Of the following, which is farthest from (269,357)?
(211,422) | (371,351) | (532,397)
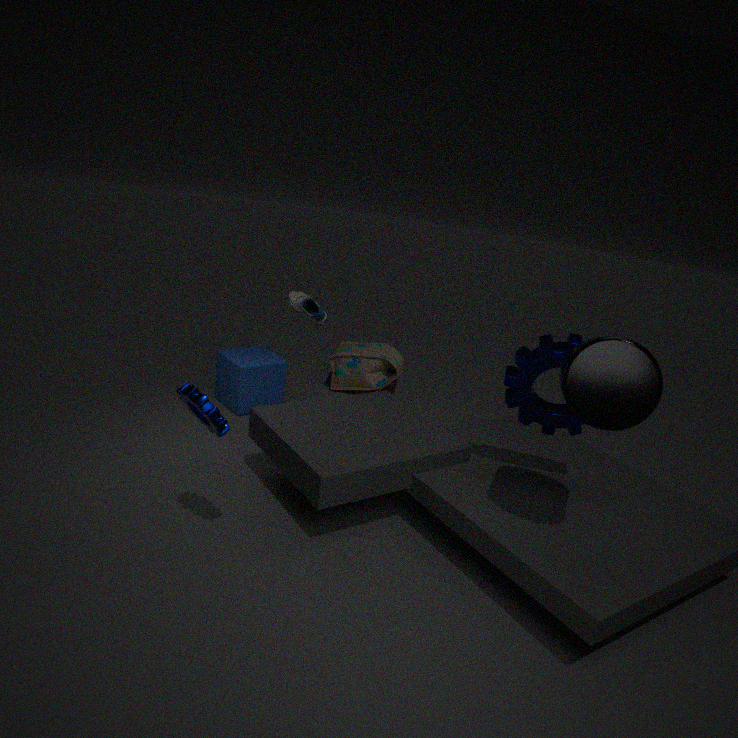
(532,397)
